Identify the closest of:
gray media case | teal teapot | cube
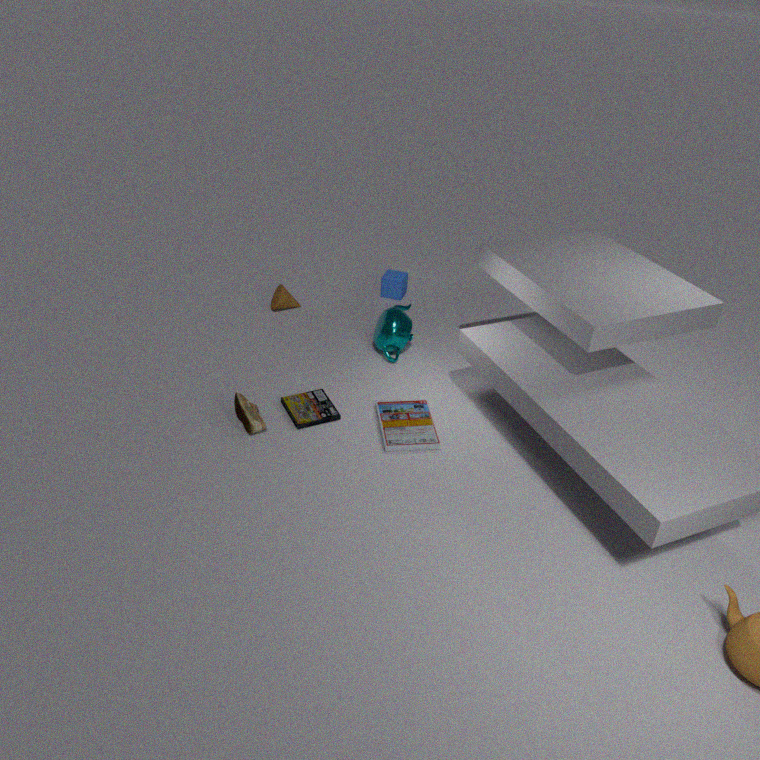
gray media case
